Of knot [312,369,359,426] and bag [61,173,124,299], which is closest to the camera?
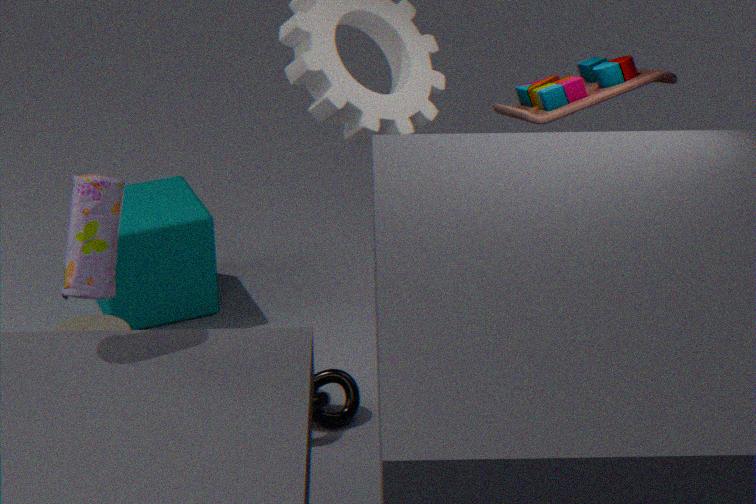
bag [61,173,124,299]
